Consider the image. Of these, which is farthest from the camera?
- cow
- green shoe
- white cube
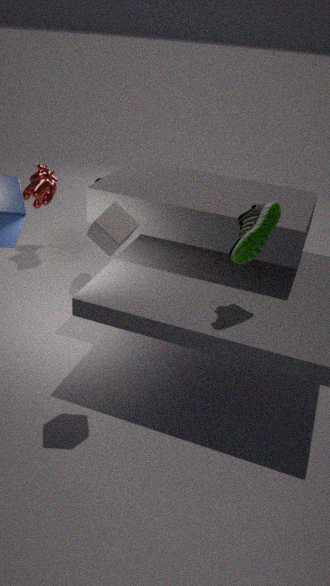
cow
